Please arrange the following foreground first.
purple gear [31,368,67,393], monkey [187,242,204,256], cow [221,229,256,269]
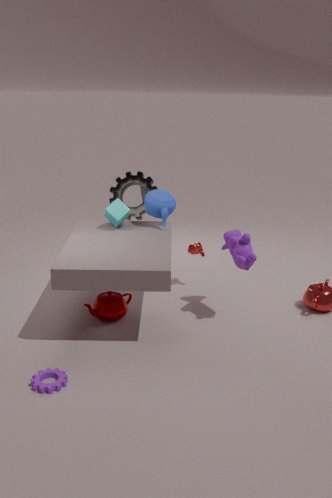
purple gear [31,368,67,393] < cow [221,229,256,269] < monkey [187,242,204,256]
